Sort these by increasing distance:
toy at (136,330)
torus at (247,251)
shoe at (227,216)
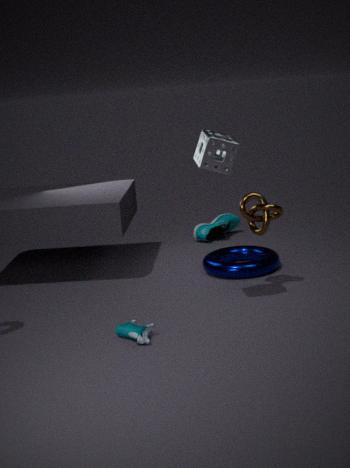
toy at (136,330) < torus at (247,251) < shoe at (227,216)
